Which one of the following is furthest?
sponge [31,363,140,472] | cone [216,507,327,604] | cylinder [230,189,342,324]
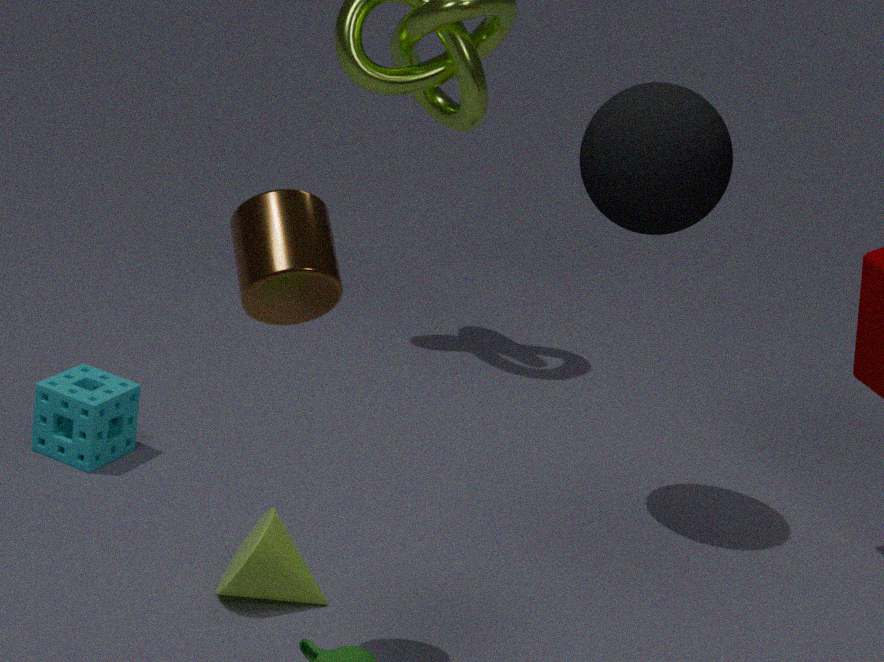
sponge [31,363,140,472]
